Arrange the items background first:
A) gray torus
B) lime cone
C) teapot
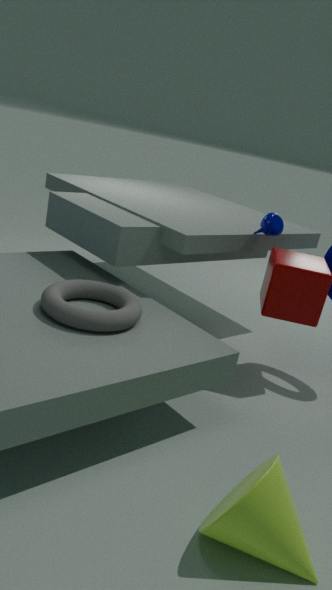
1. teapot
2. gray torus
3. lime cone
